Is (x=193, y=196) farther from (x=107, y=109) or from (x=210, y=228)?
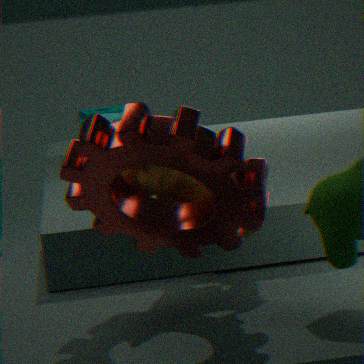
(x=107, y=109)
